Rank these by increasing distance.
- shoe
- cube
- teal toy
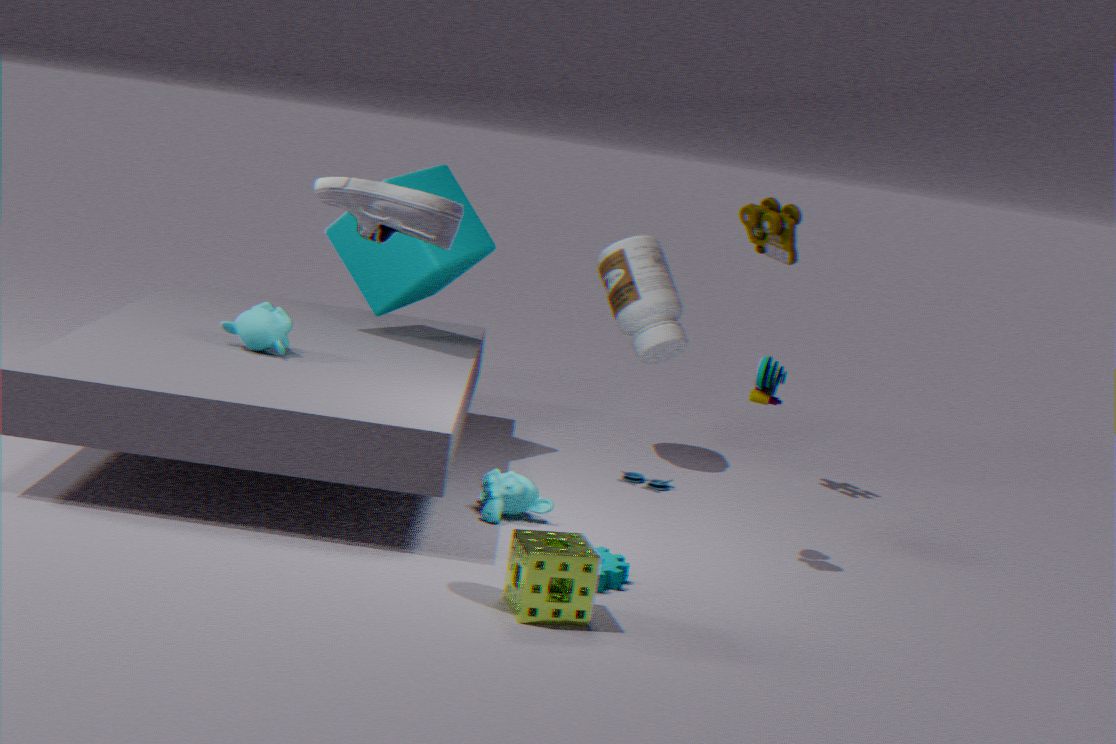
shoe < teal toy < cube
